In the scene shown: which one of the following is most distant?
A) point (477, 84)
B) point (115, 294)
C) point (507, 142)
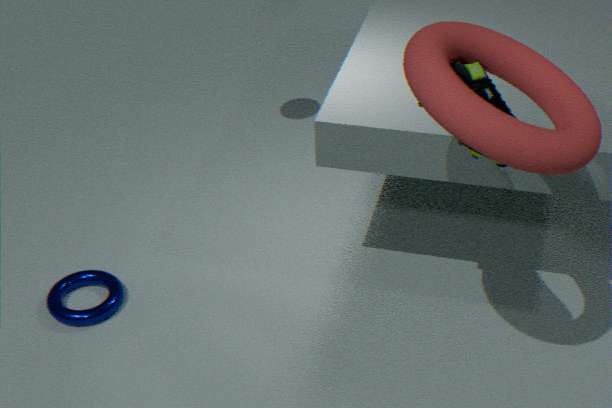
point (115, 294)
